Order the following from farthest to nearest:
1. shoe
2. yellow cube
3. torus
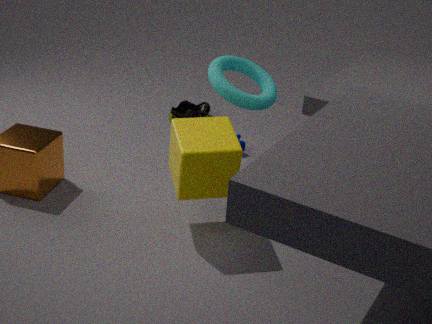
shoe < torus < yellow cube
